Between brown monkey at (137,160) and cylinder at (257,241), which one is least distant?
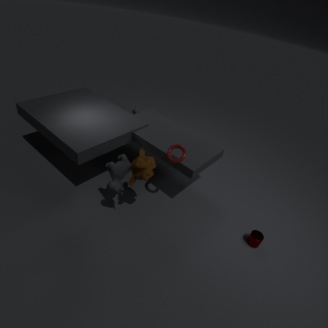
brown monkey at (137,160)
